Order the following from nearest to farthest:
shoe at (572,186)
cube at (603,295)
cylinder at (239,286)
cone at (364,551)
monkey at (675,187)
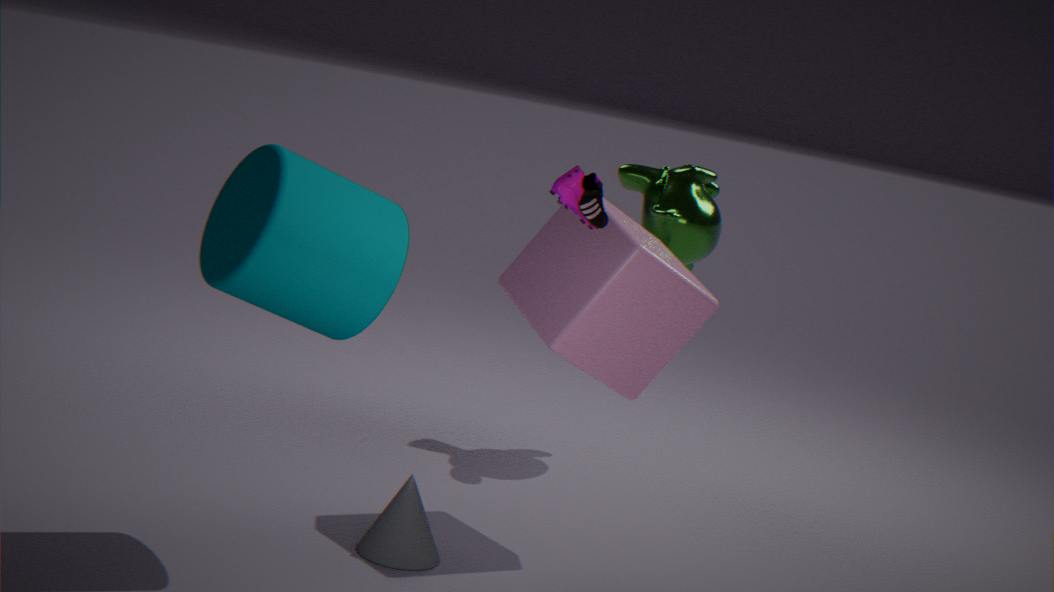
1. cylinder at (239,286)
2. shoe at (572,186)
3. cone at (364,551)
4. cube at (603,295)
5. monkey at (675,187)
